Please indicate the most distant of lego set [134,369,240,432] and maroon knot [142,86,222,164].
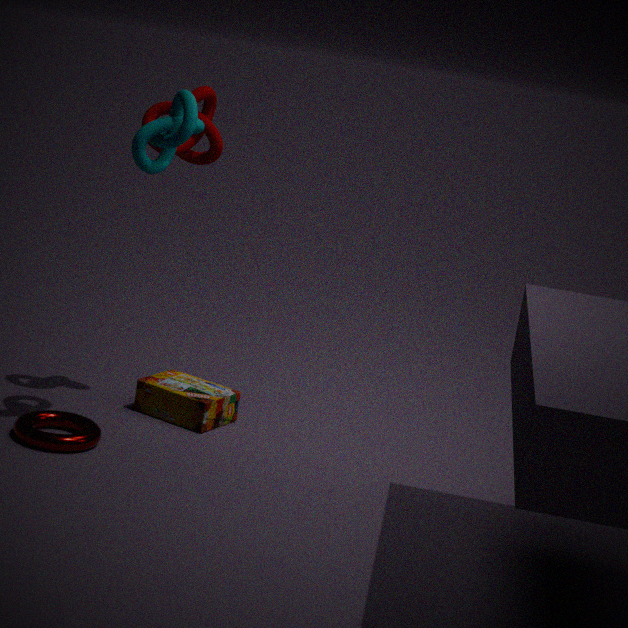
lego set [134,369,240,432]
